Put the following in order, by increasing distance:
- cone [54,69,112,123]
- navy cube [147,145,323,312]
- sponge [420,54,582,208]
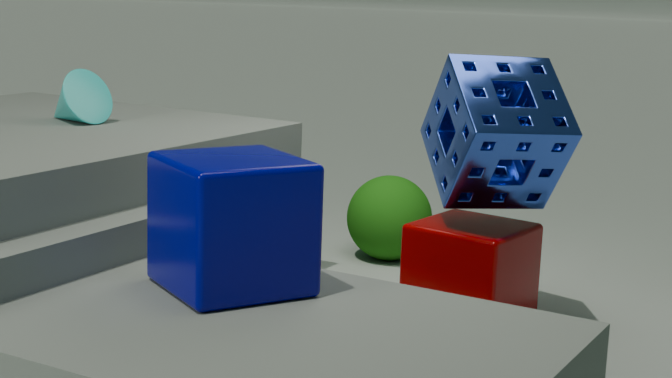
navy cube [147,145,323,312] → sponge [420,54,582,208] → cone [54,69,112,123]
